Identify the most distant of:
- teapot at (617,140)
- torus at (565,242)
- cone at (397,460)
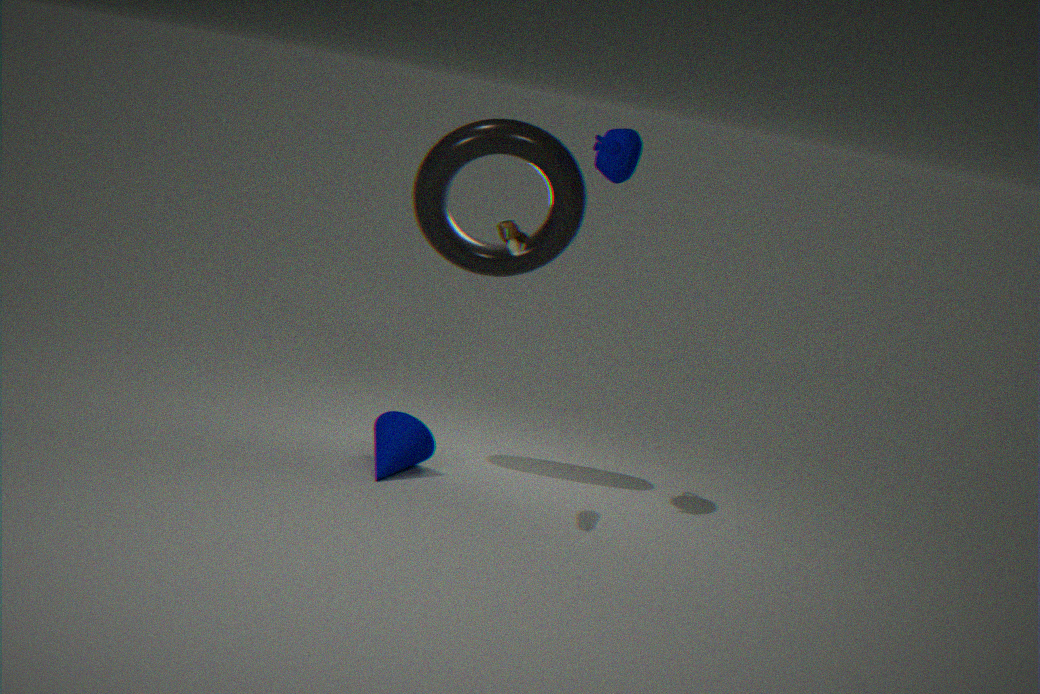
cone at (397,460)
